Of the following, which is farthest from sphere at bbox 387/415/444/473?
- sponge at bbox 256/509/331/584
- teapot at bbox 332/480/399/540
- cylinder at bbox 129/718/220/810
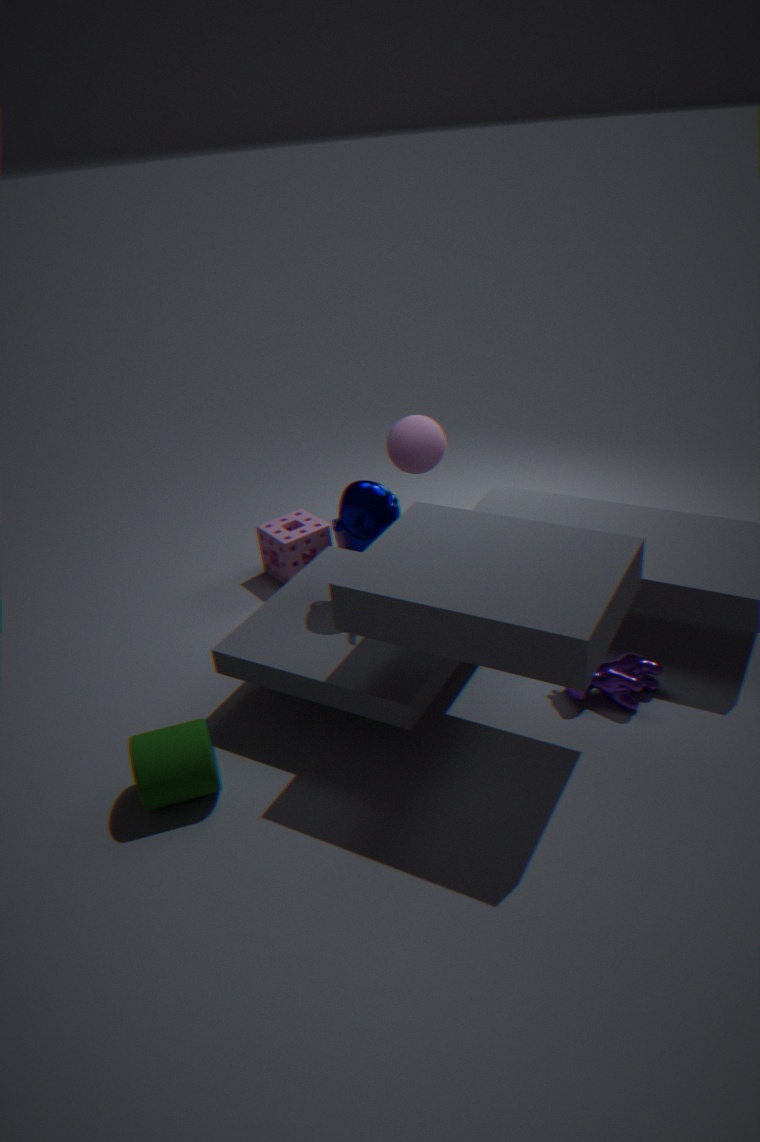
cylinder at bbox 129/718/220/810
